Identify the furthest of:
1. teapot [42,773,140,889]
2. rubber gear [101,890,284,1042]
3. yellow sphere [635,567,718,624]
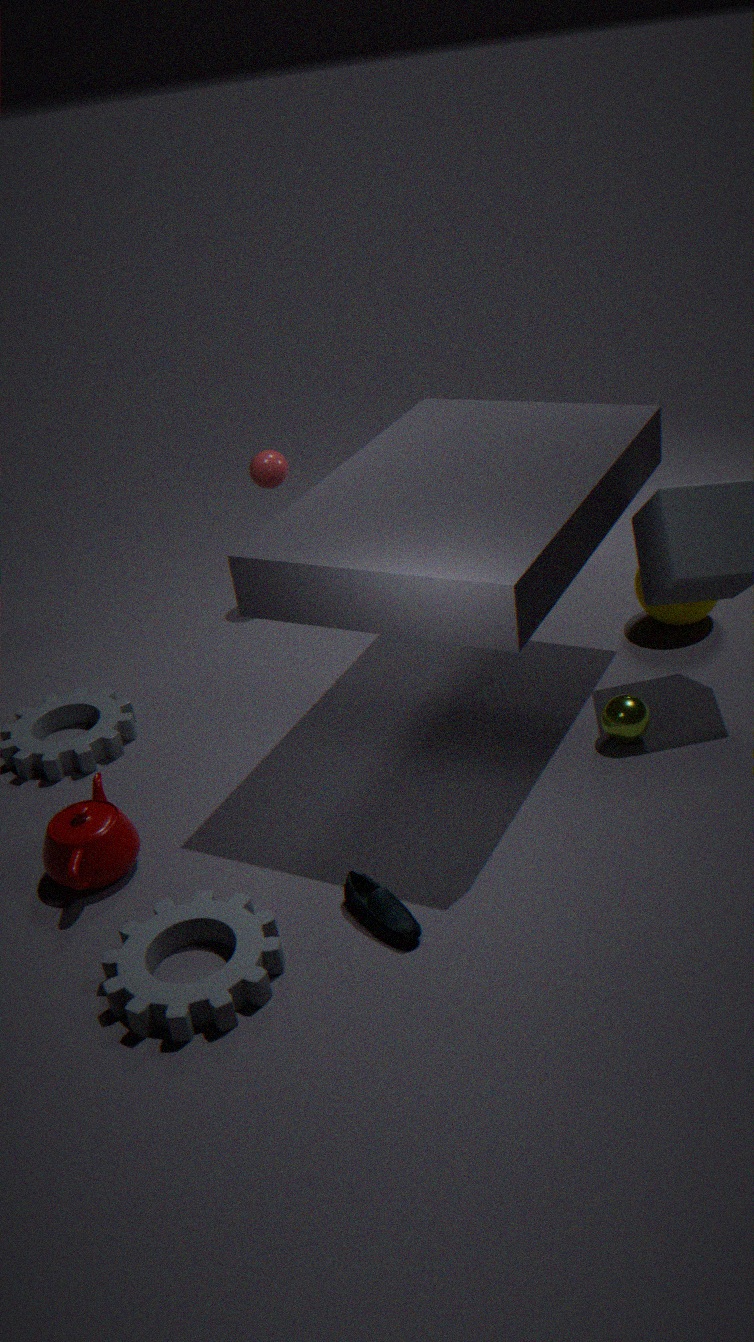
yellow sphere [635,567,718,624]
